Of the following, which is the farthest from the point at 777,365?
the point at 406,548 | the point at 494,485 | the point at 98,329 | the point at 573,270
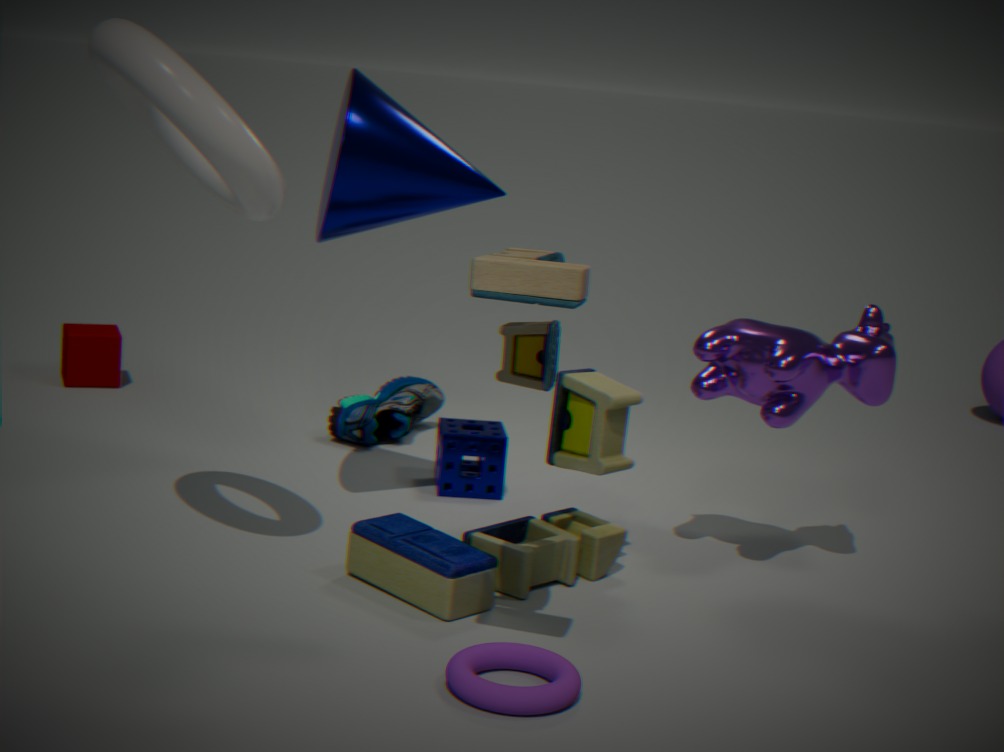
the point at 98,329
